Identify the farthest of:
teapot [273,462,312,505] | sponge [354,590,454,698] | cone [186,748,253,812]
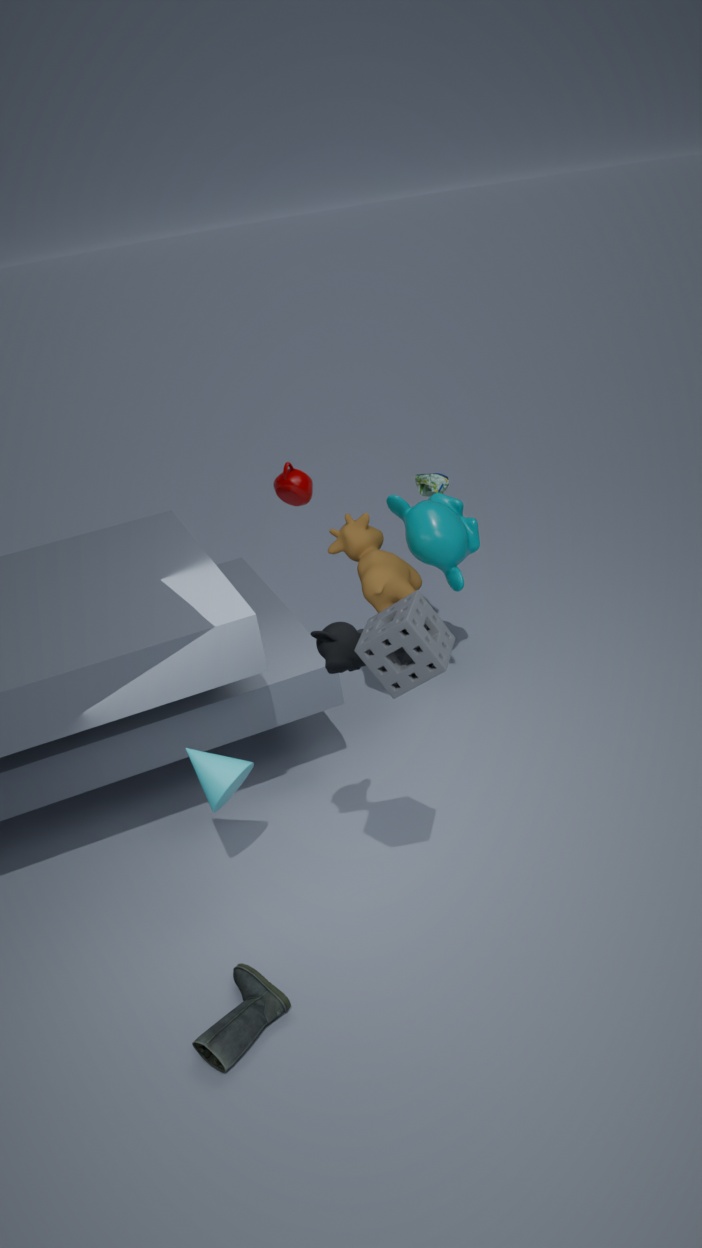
teapot [273,462,312,505]
